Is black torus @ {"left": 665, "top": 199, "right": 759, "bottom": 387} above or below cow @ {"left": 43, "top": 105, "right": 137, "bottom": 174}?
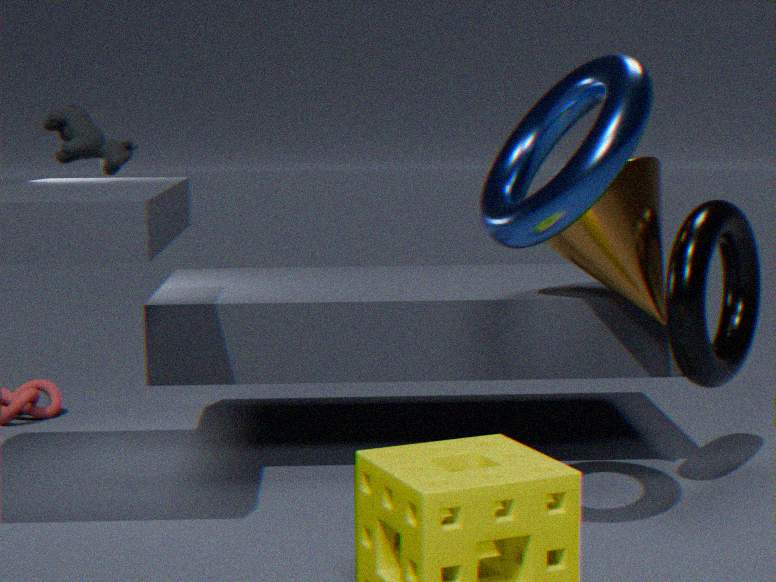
below
